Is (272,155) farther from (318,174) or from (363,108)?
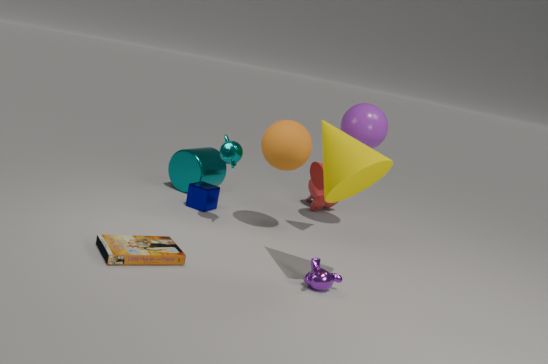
(363,108)
